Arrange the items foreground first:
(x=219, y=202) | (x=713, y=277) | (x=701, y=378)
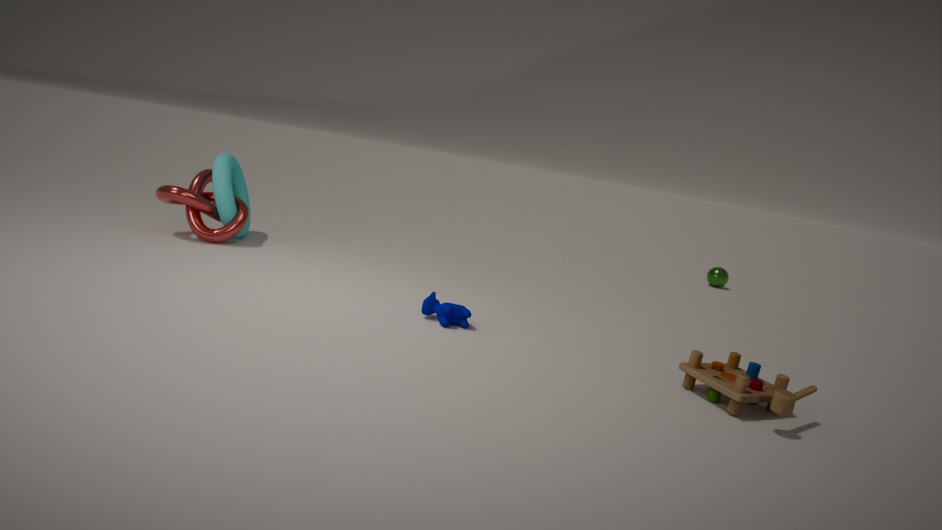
1. (x=701, y=378)
2. (x=219, y=202)
3. (x=713, y=277)
